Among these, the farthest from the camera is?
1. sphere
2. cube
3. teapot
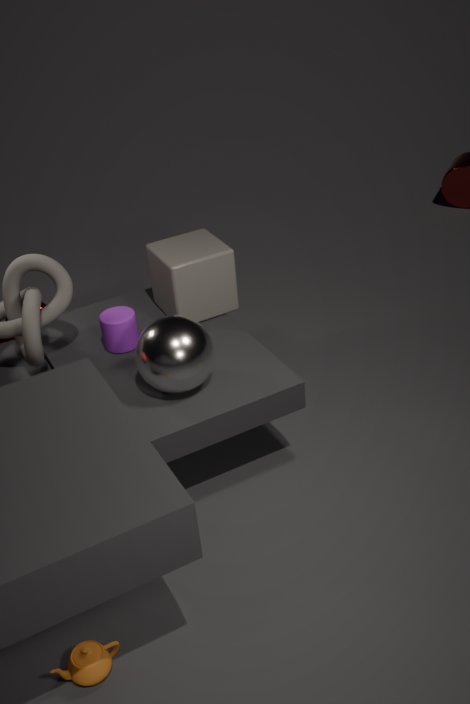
cube
